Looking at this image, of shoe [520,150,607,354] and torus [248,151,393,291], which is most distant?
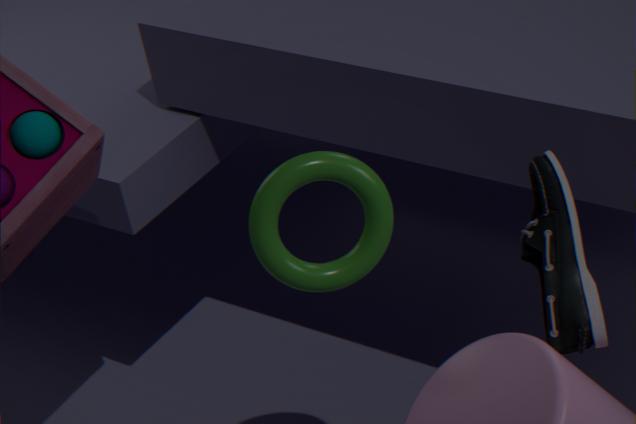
torus [248,151,393,291]
